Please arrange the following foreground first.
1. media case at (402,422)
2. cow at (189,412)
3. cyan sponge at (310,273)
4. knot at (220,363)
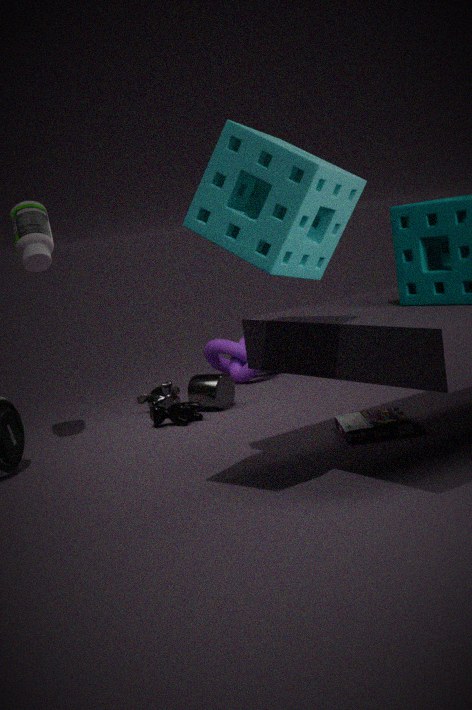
cyan sponge at (310,273) < media case at (402,422) < cow at (189,412) < knot at (220,363)
